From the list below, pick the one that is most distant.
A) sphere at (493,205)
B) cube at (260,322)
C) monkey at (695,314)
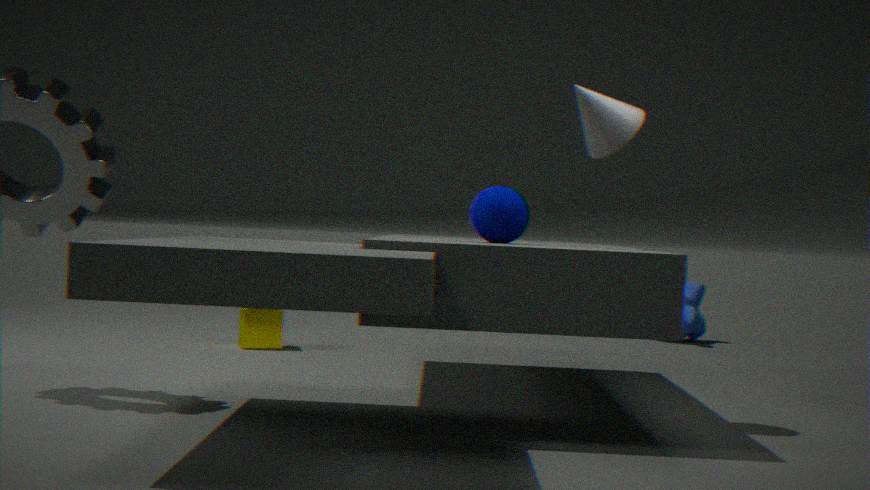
monkey at (695,314)
